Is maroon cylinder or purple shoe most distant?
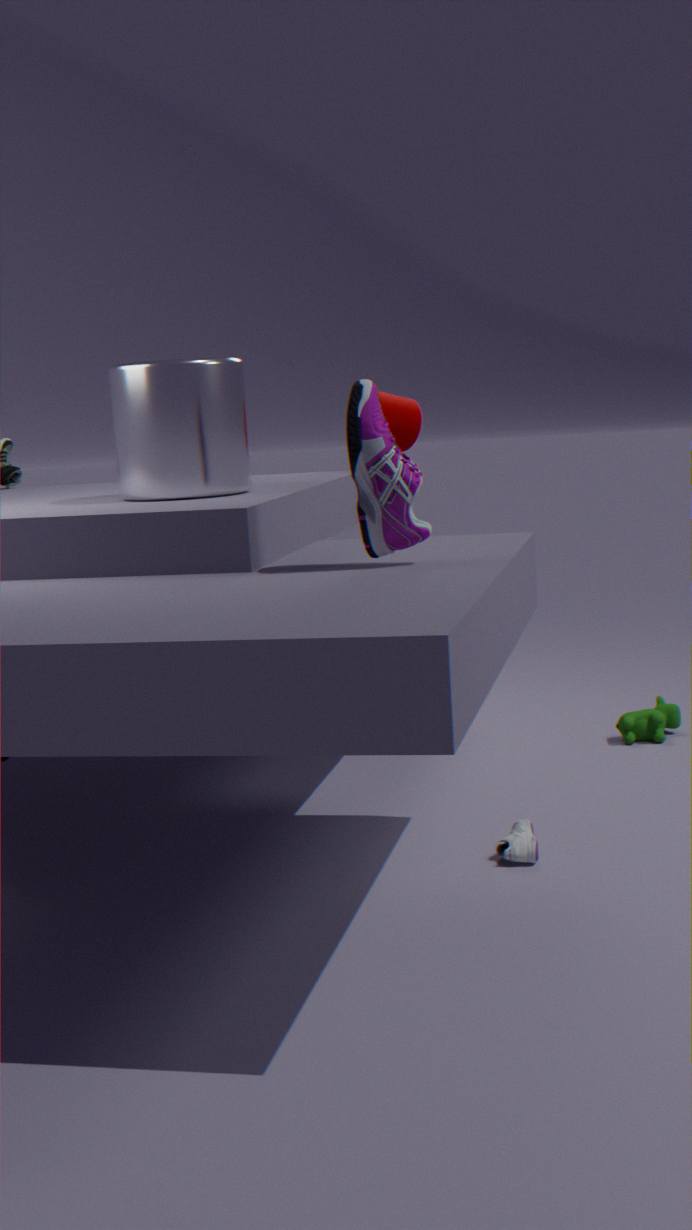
maroon cylinder
